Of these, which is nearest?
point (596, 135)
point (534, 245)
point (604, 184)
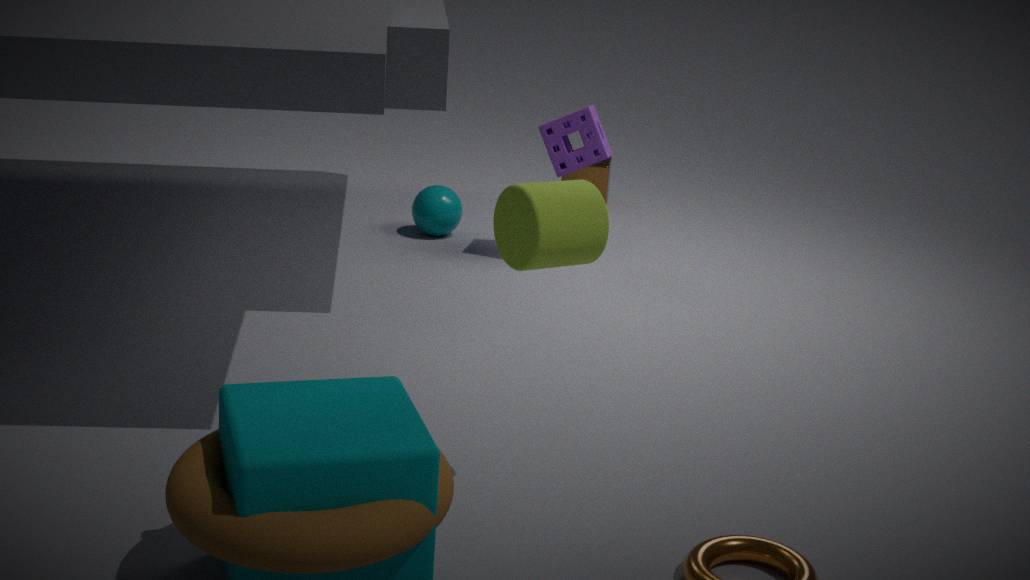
point (534, 245)
